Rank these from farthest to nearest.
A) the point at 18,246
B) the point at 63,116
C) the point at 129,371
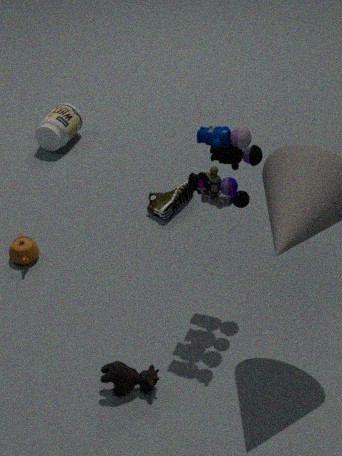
the point at 63,116 < the point at 18,246 < the point at 129,371
